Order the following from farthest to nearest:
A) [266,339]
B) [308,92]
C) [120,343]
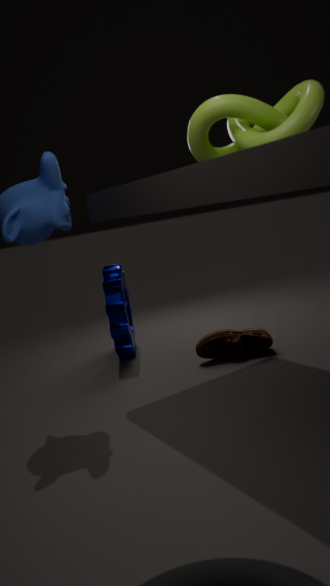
[120,343], [266,339], [308,92]
